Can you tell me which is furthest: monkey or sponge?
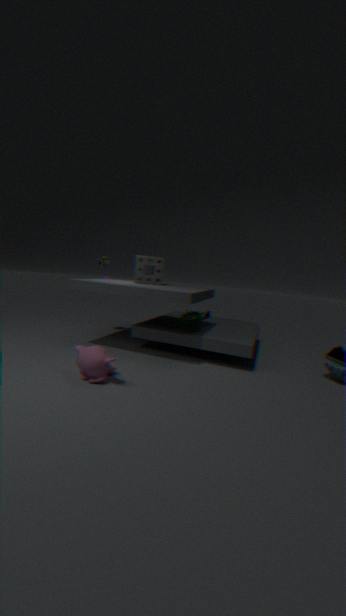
sponge
